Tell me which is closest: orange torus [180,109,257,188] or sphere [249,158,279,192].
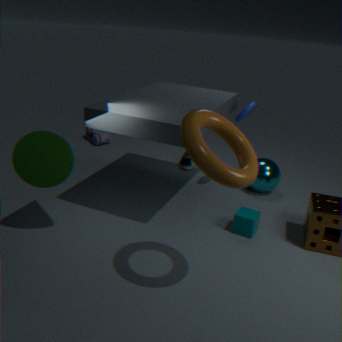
orange torus [180,109,257,188]
